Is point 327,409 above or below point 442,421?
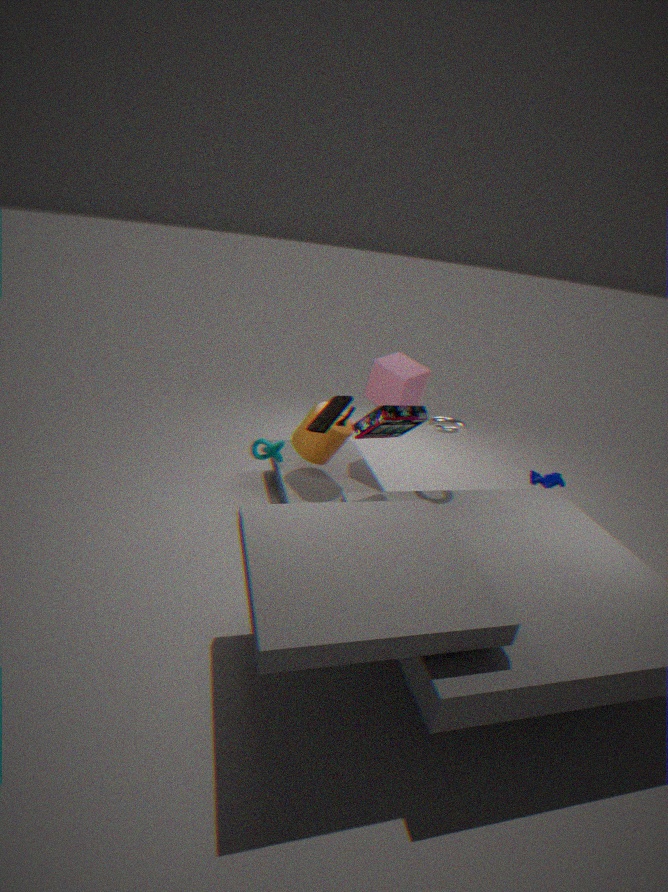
above
